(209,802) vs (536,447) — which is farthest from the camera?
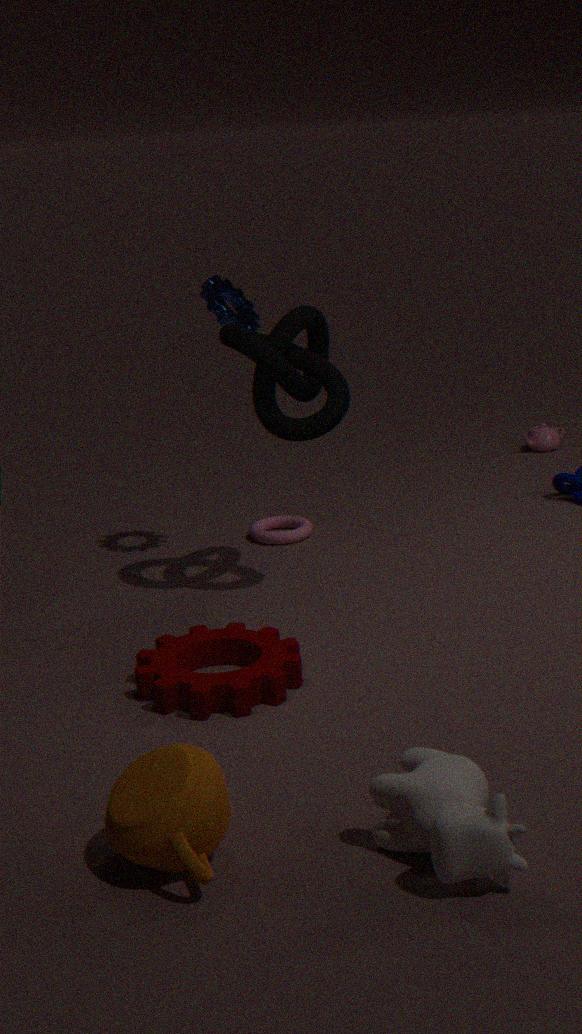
(536,447)
